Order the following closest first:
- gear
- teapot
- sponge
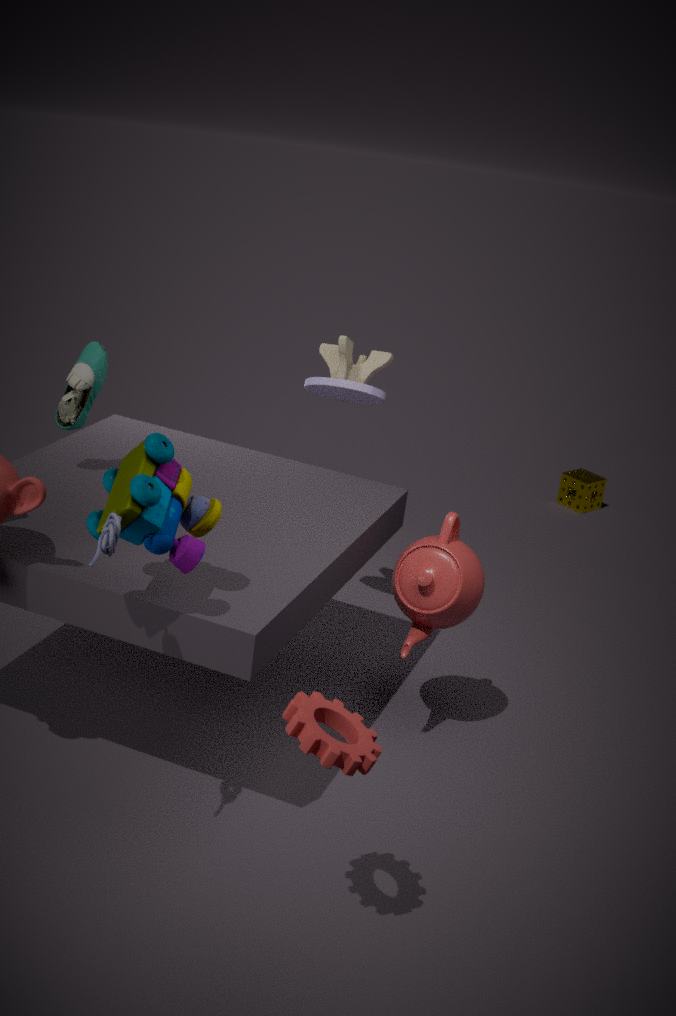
gear → teapot → sponge
